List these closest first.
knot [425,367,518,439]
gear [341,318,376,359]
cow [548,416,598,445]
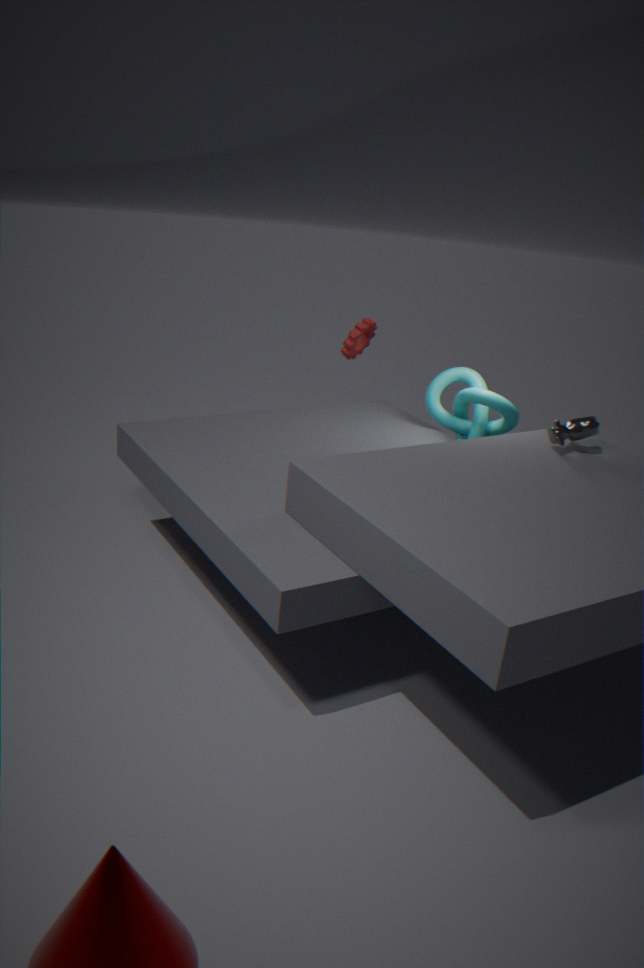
cow [548,416,598,445] → knot [425,367,518,439] → gear [341,318,376,359]
